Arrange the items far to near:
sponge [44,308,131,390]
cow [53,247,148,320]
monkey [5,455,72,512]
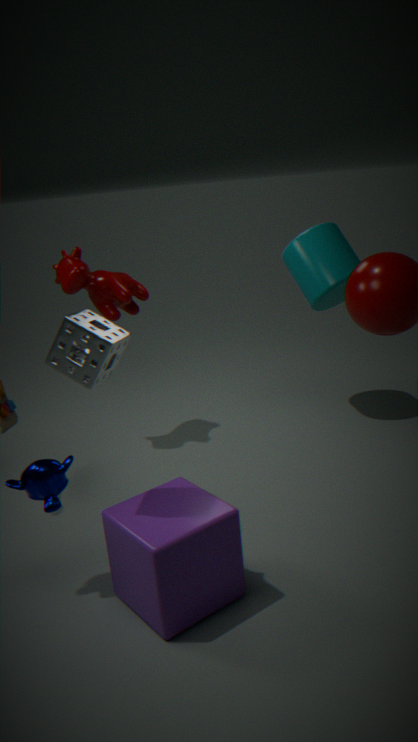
1. cow [53,247,148,320]
2. monkey [5,455,72,512]
3. sponge [44,308,131,390]
